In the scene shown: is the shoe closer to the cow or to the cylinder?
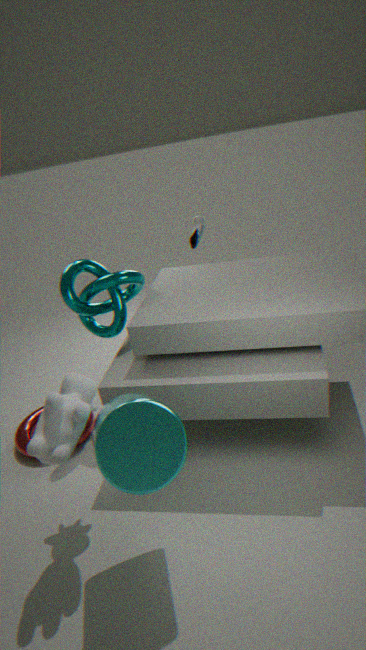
the cow
